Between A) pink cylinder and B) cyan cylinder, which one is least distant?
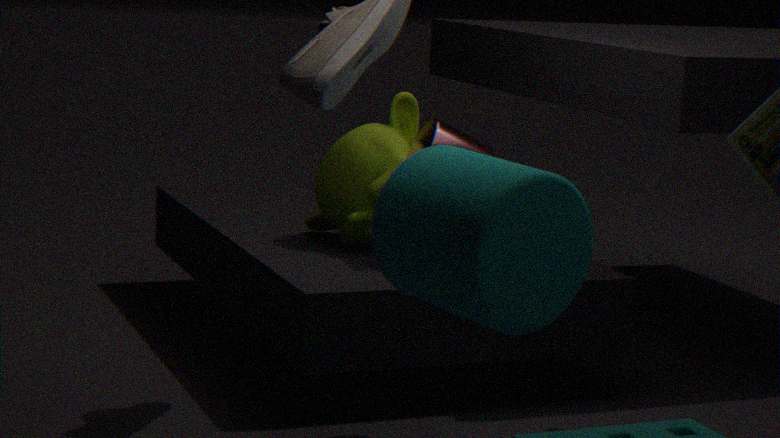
B. cyan cylinder
